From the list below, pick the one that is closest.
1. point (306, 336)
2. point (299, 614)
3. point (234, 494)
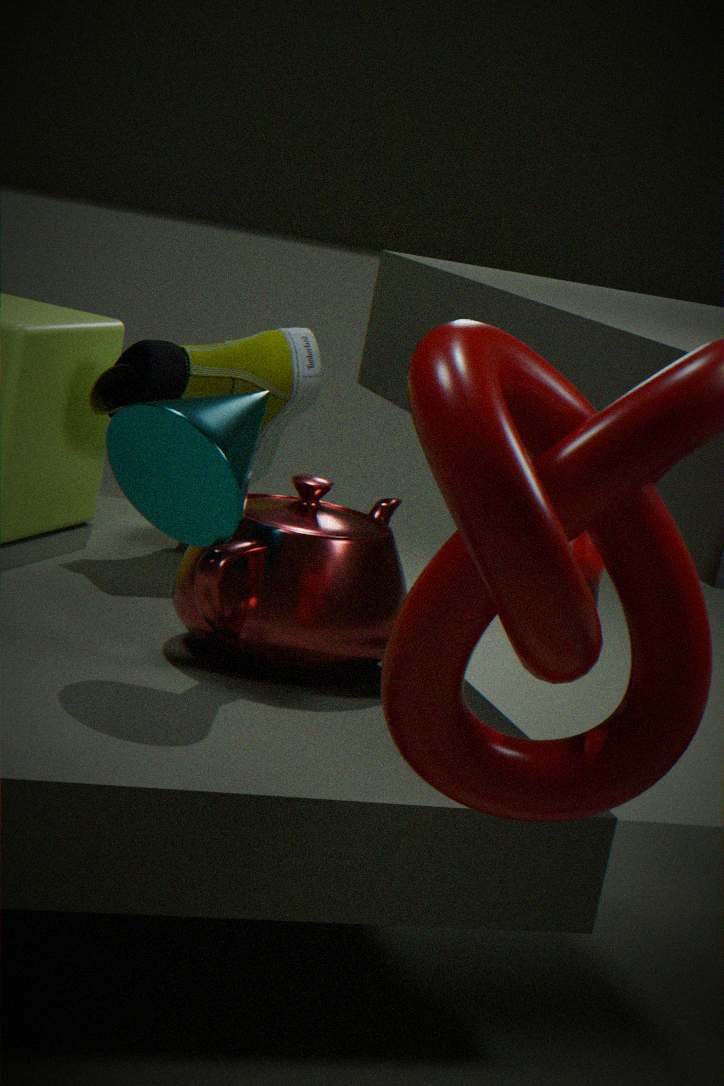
point (234, 494)
